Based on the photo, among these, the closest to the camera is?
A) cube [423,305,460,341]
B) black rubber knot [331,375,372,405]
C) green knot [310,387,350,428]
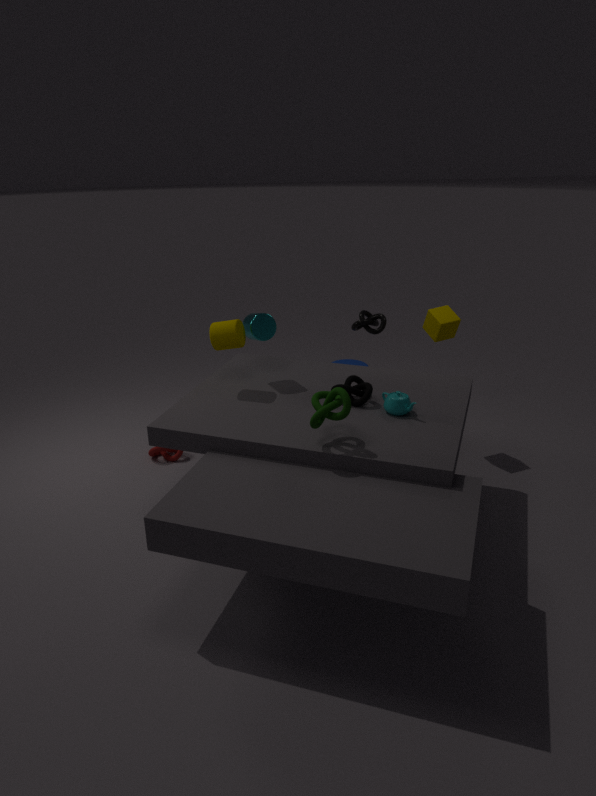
green knot [310,387,350,428]
